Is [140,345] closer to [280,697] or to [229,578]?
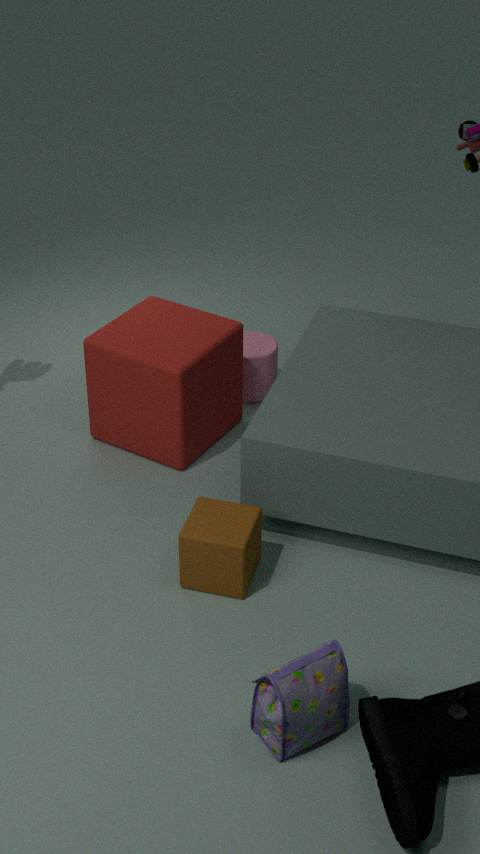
[229,578]
